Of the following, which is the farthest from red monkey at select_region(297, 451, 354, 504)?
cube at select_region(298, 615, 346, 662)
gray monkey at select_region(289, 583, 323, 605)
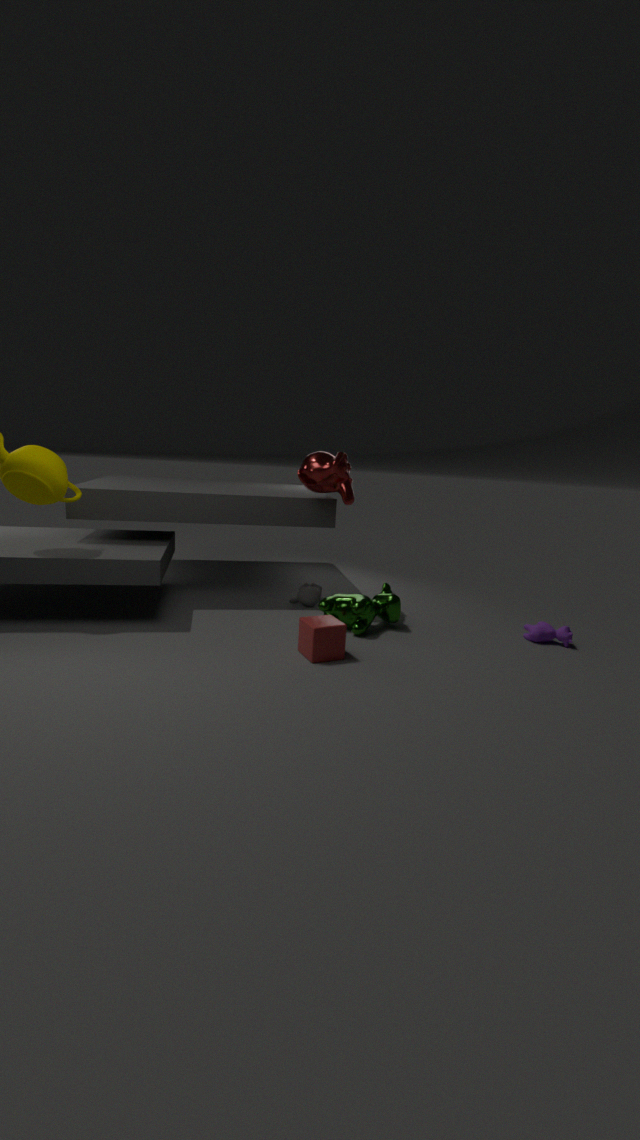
cube at select_region(298, 615, 346, 662)
